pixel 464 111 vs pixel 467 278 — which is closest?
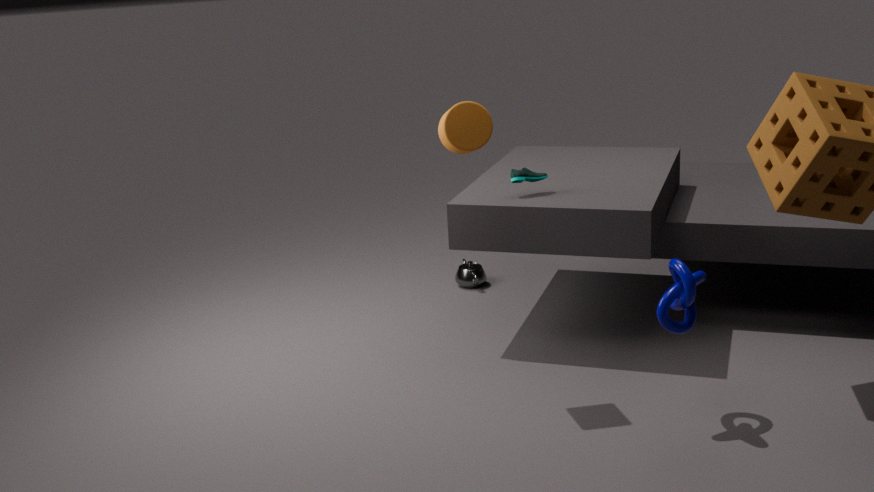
pixel 464 111
